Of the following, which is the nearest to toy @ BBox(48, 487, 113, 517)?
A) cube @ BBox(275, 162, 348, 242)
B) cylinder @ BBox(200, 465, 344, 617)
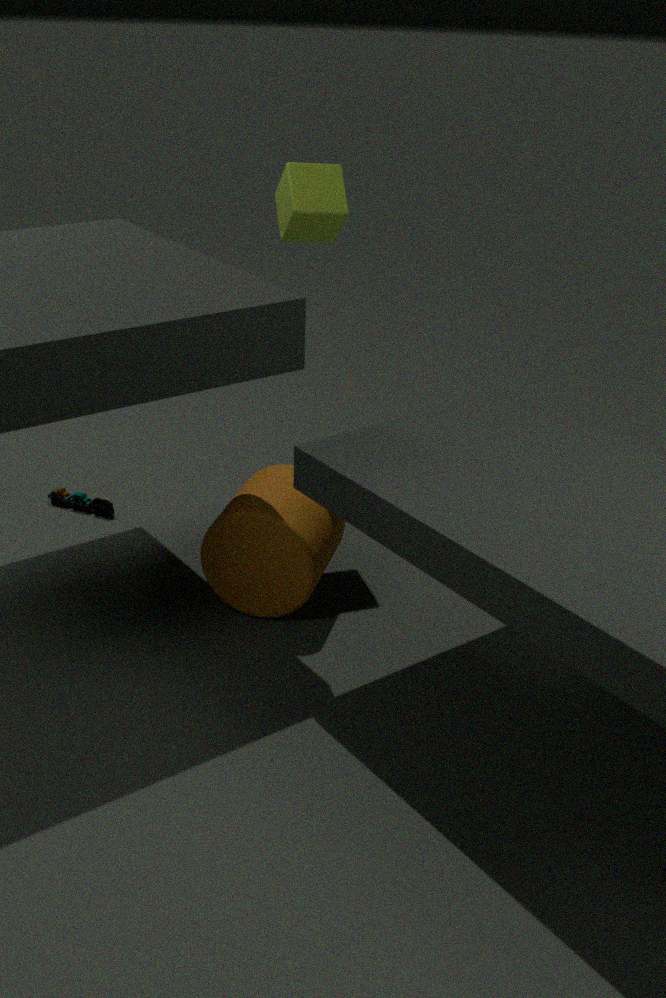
cylinder @ BBox(200, 465, 344, 617)
